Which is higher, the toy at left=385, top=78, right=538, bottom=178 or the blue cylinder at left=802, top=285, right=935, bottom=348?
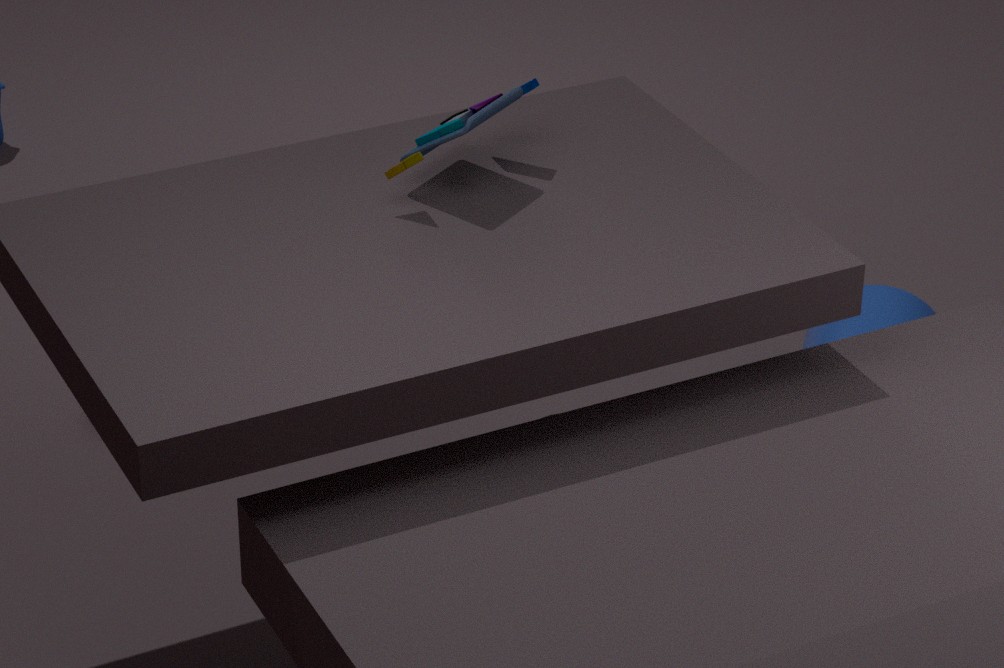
the toy at left=385, top=78, right=538, bottom=178
